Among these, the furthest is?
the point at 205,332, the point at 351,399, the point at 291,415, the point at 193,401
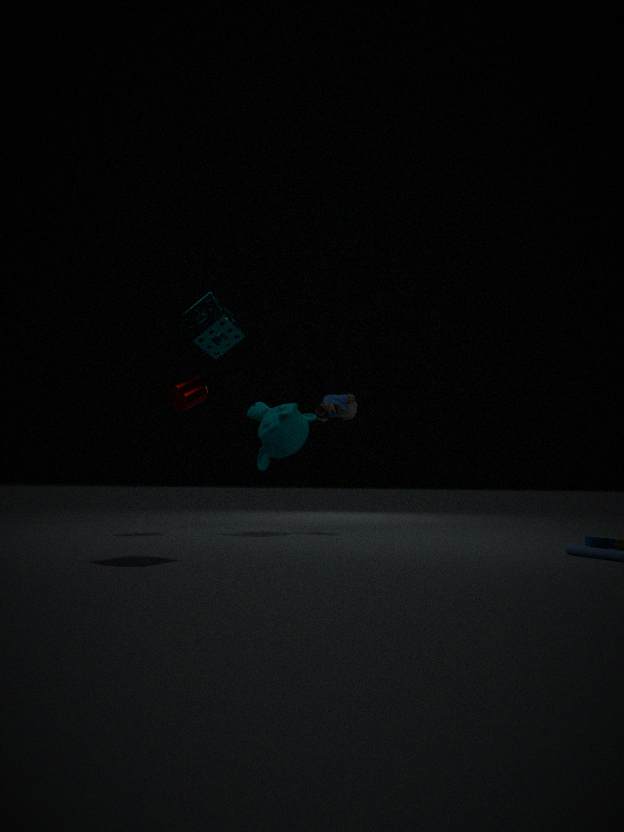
the point at 351,399
